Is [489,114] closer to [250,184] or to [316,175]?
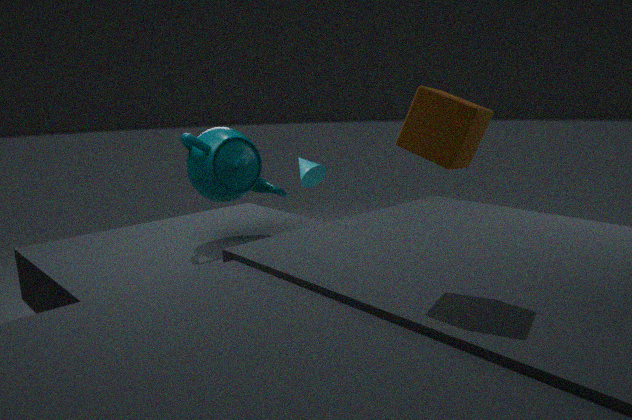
[250,184]
